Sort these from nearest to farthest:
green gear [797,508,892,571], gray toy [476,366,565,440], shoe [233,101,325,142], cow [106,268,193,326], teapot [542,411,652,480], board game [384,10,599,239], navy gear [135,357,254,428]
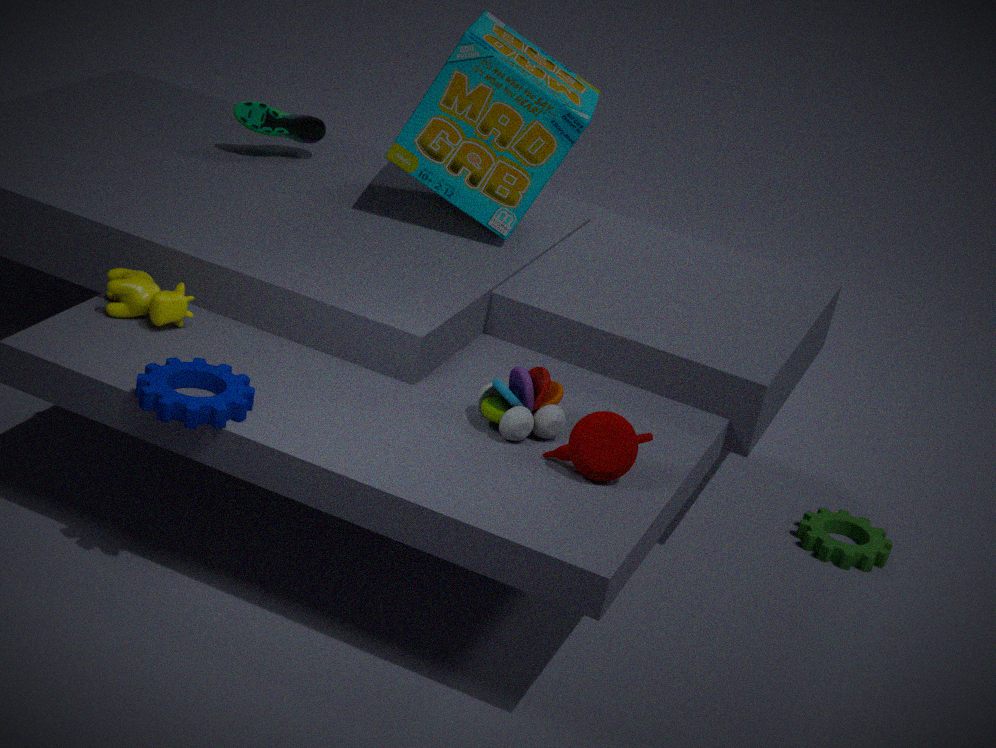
navy gear [135,357,254,428] → teapot [542,411,652,480] → gray toy [476,366,565,440] → cow [106,268,193,326] → board game [384,10,599,239] → green gear [797,508,892,571] → shoe [233,101,325,142]
